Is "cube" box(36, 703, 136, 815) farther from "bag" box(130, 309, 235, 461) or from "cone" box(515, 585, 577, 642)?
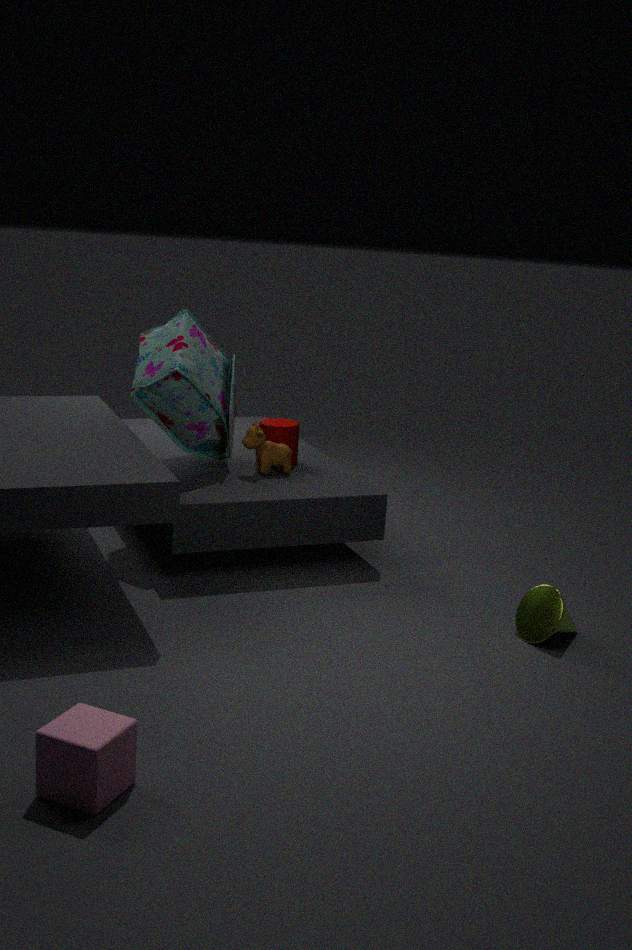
"bag" box(130, 309, 235, 461)
